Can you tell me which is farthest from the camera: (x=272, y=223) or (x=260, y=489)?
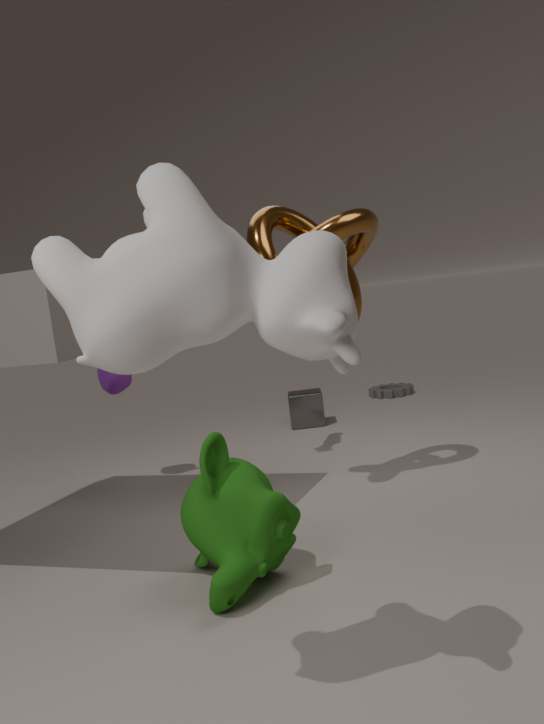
(x=272, y=223)
